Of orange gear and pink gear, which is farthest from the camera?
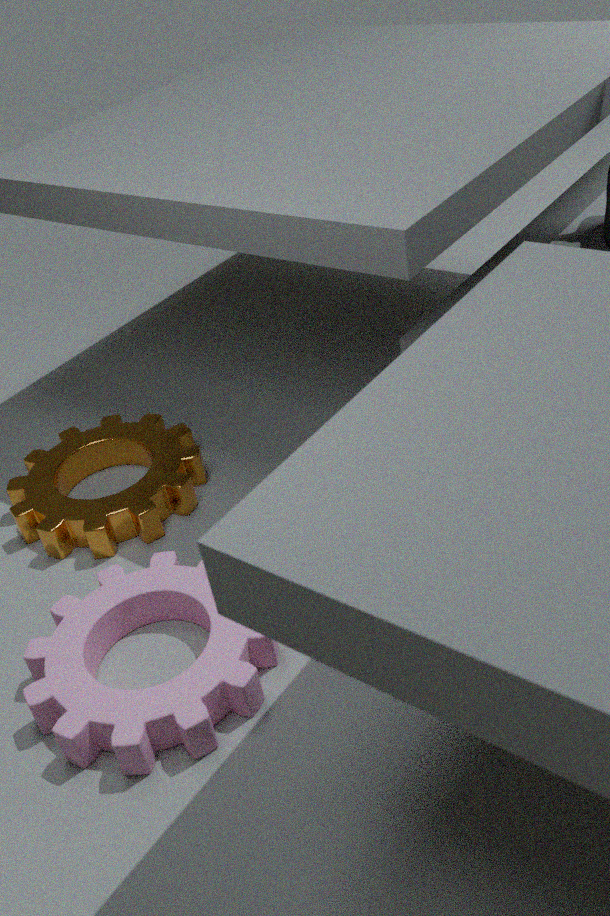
orange gear
